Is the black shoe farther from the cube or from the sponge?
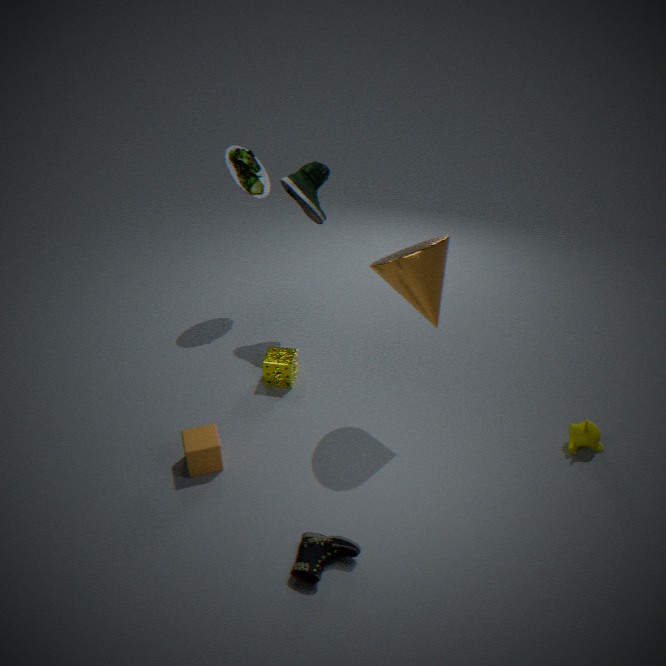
the sponge
